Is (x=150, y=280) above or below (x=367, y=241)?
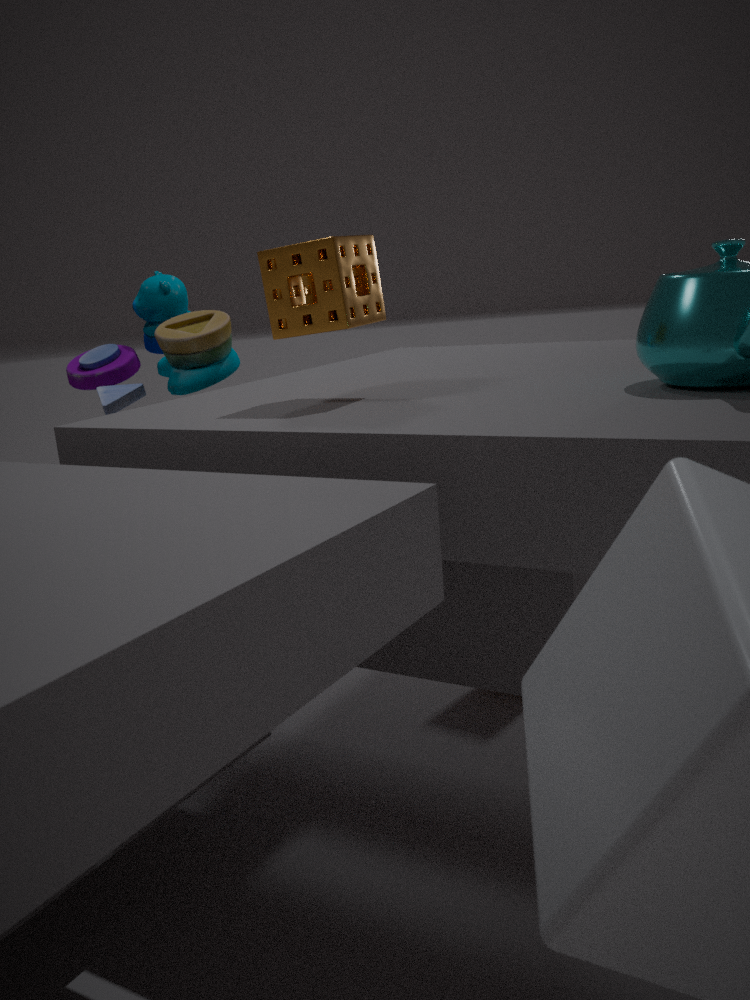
below
